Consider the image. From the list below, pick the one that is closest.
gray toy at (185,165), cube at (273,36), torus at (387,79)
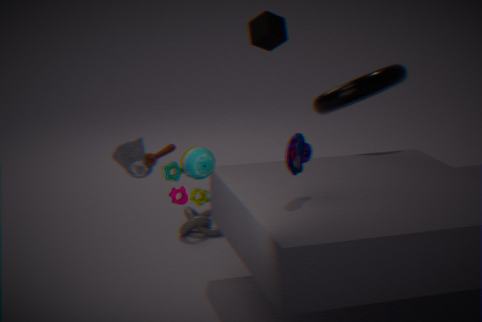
gray toy at (185,165)
